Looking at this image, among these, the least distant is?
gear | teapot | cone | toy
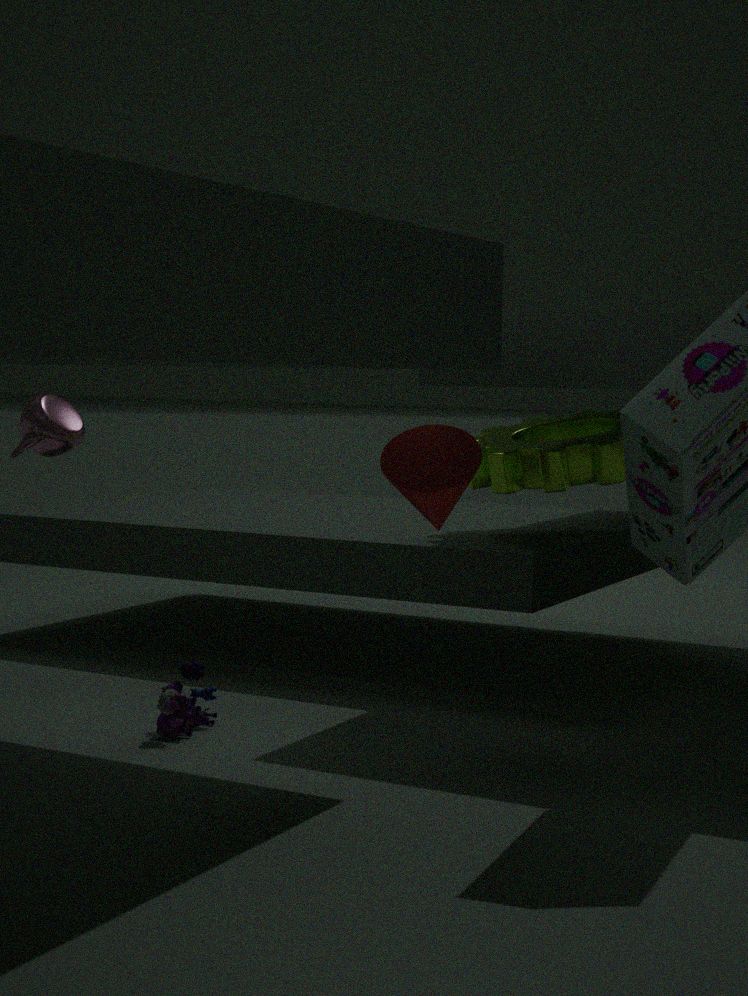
toy
